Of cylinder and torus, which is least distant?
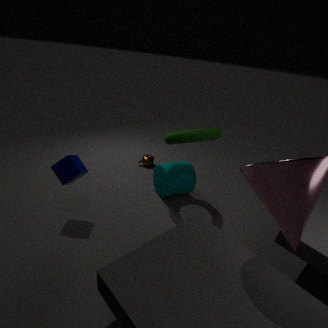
torus
